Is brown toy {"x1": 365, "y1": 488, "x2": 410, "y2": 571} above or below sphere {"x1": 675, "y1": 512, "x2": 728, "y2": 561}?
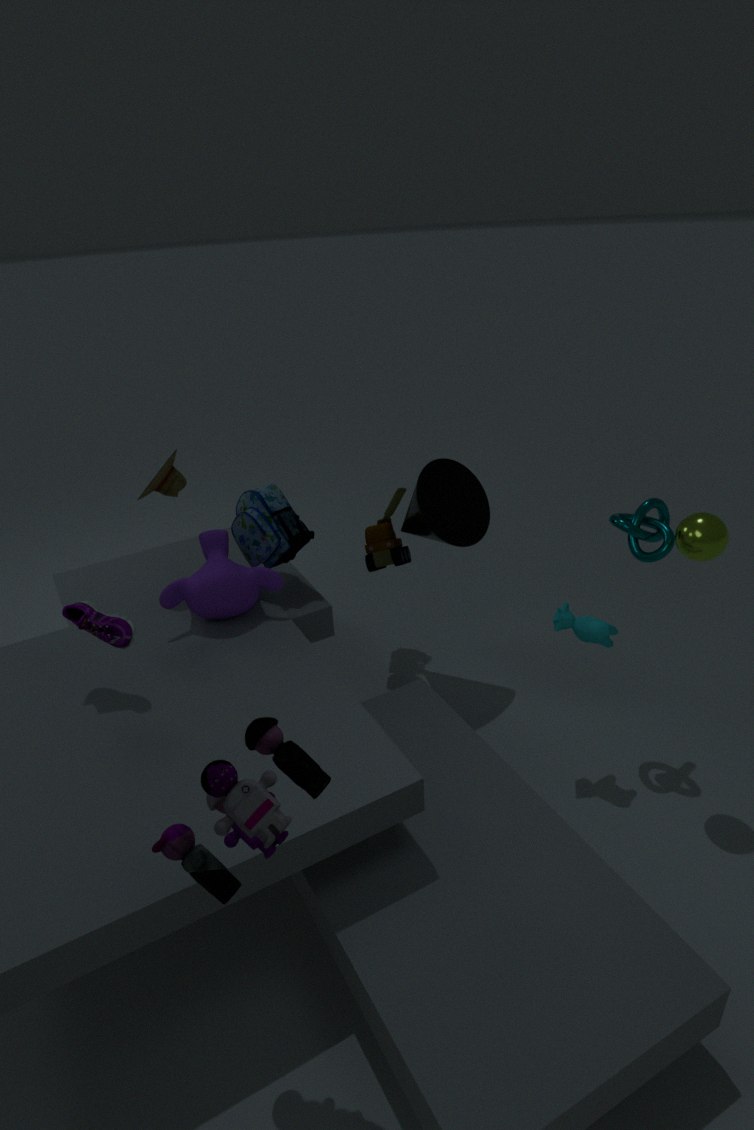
below
